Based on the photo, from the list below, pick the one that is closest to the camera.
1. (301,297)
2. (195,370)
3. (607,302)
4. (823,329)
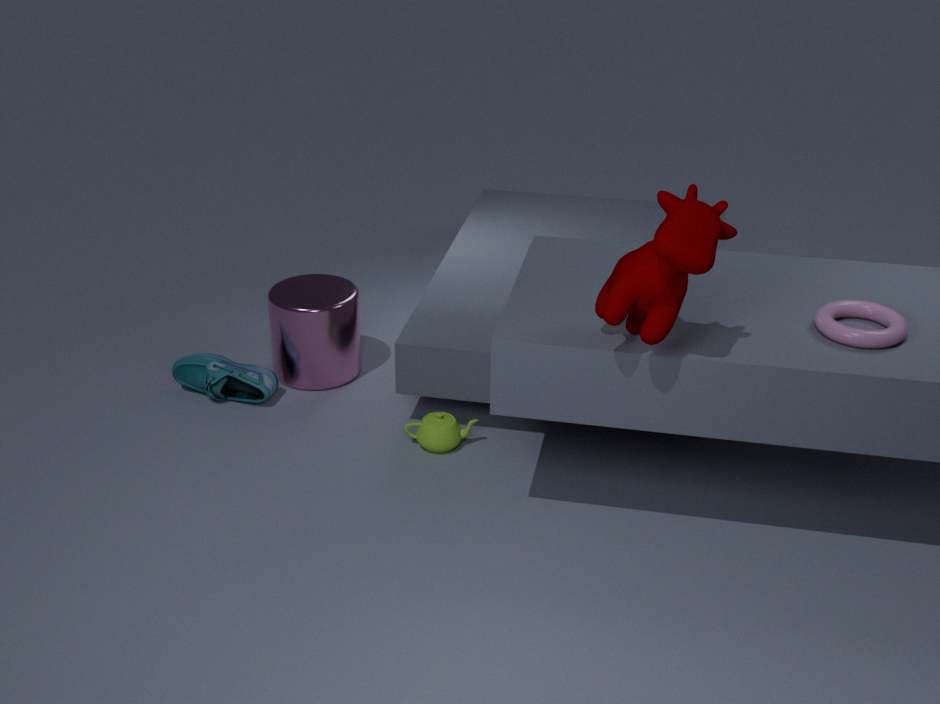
(607,302)
